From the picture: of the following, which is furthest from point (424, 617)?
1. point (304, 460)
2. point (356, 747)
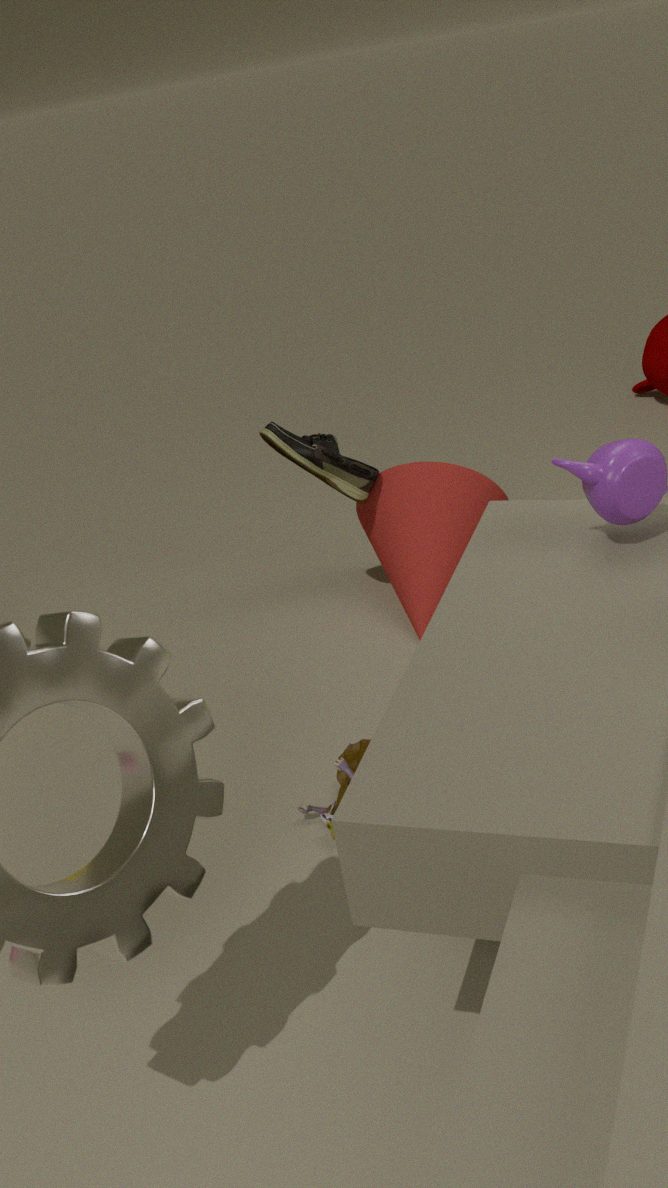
point (356, 747)
